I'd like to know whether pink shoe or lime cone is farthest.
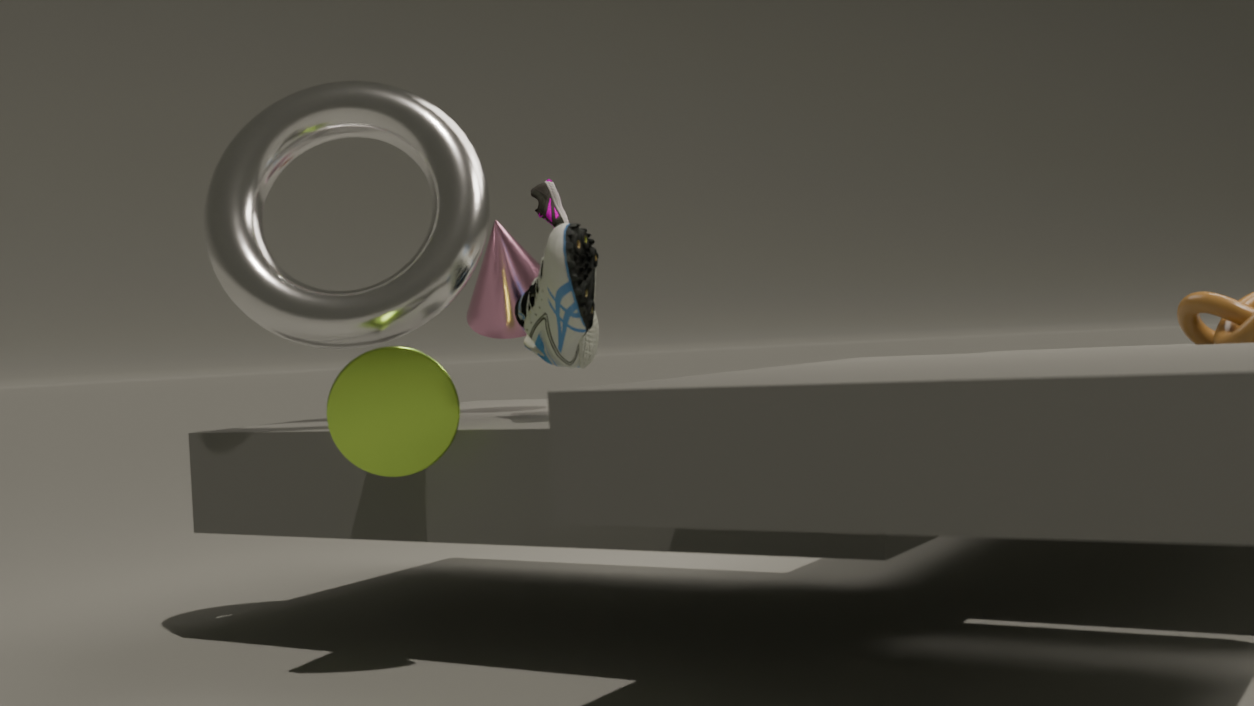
pink shoe
